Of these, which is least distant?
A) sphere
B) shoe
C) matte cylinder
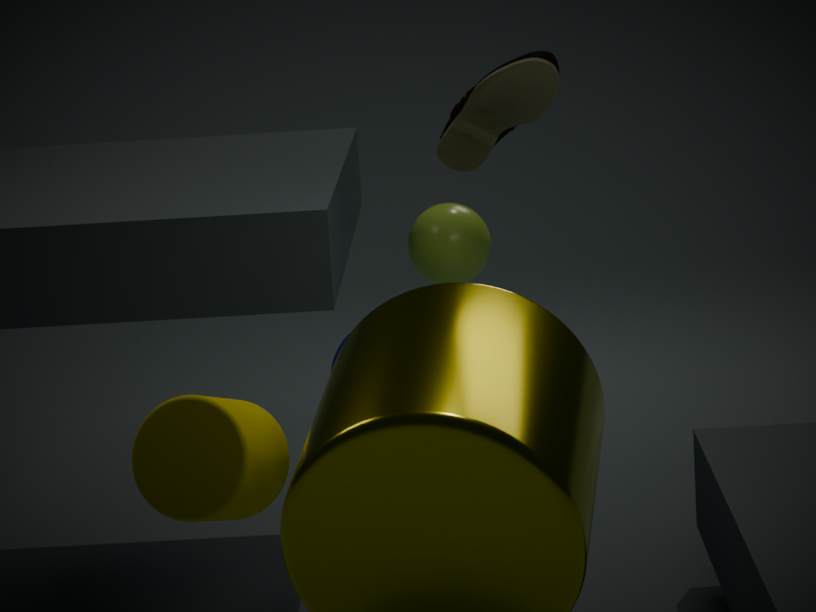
matte cylinder
